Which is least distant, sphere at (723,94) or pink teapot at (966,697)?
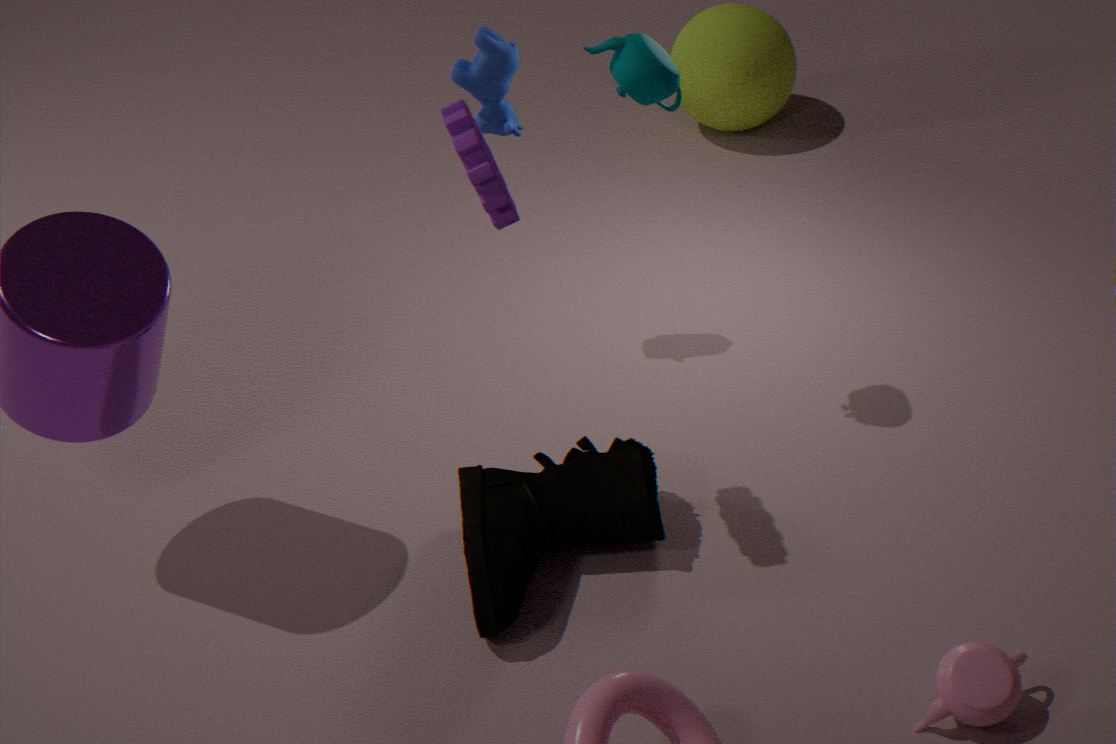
pink teapot at (966,697)
